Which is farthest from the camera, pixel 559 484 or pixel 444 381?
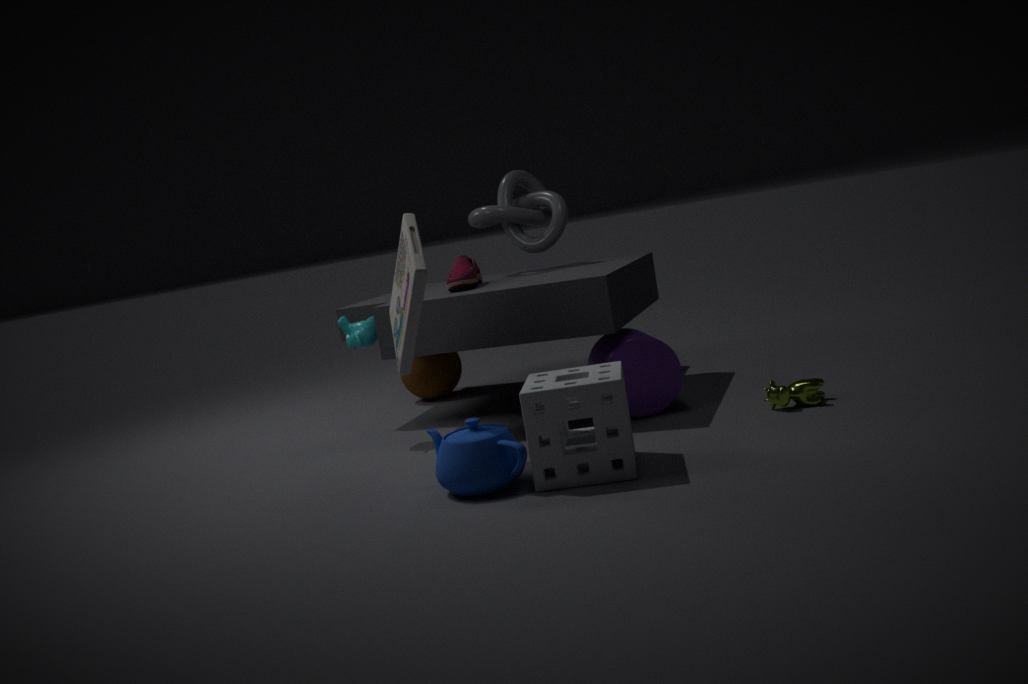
pixel 444 381
